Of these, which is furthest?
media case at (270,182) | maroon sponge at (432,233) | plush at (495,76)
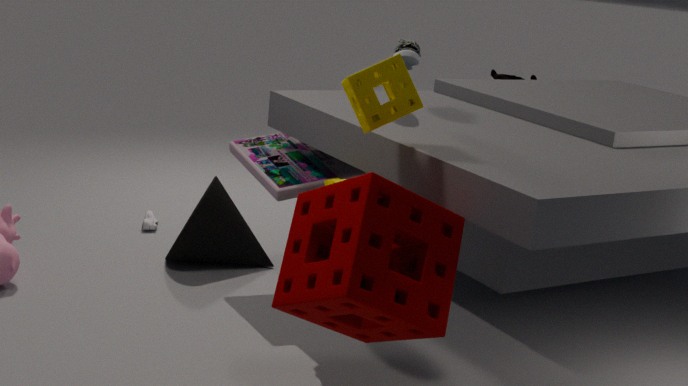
plush at (495,76)
